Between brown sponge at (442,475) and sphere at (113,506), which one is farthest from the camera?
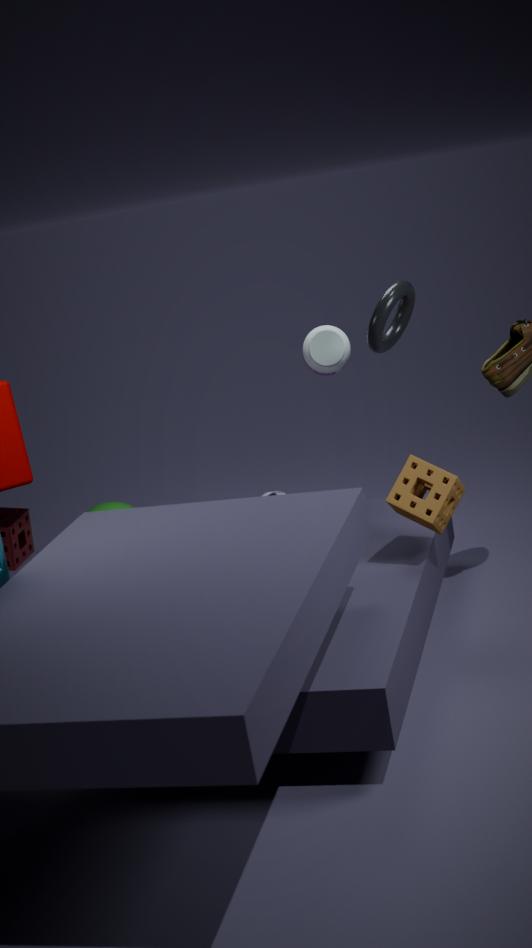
sphere at (113,506)
